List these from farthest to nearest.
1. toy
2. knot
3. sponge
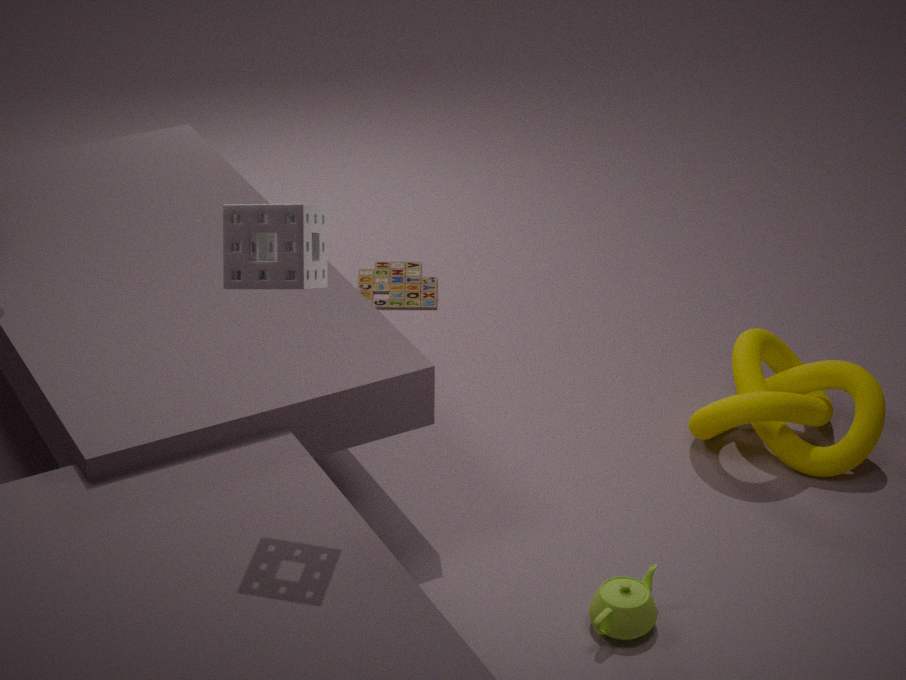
1. toy
2. knot
3. sponge
